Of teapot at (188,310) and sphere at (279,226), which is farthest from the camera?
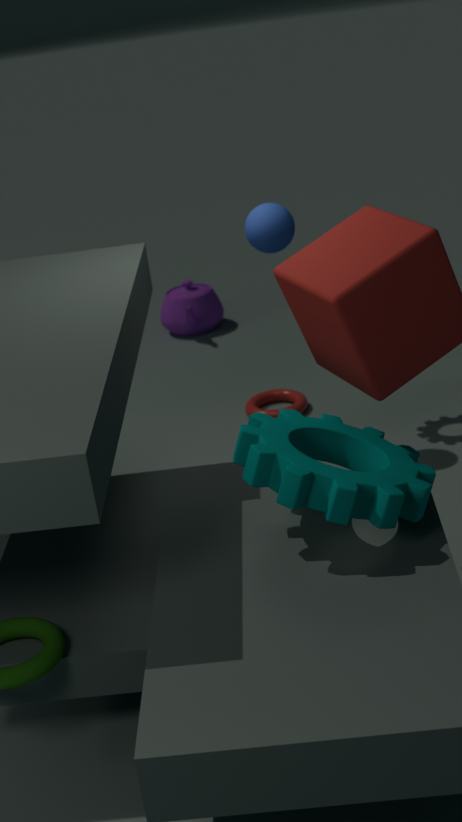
teapot at (188,310)
